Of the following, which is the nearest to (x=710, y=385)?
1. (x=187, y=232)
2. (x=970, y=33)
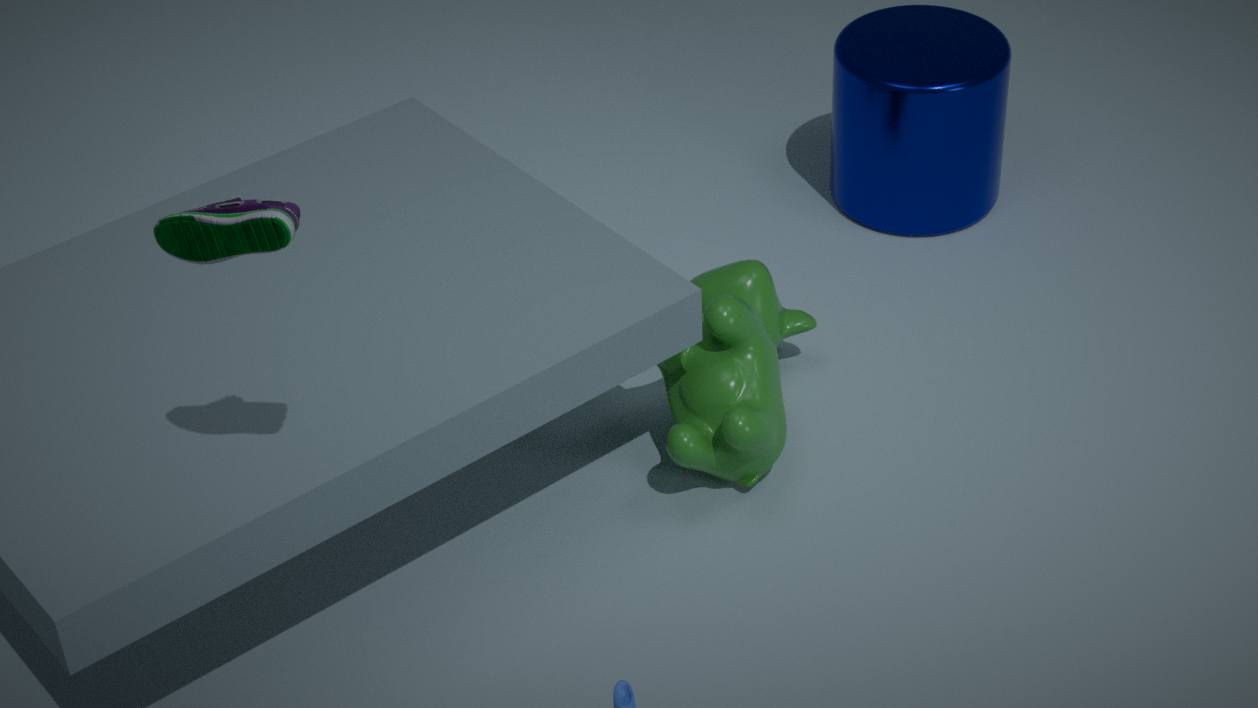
(x=970, y=33)
